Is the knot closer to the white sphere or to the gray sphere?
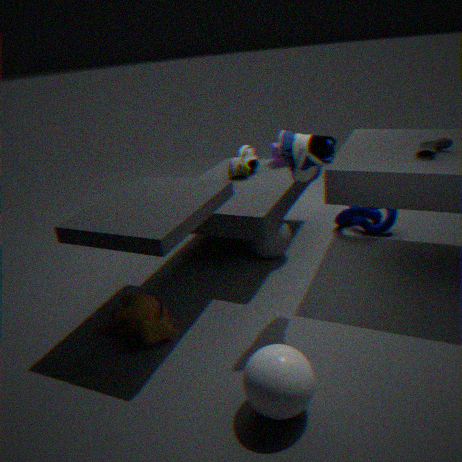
the gray sphere
